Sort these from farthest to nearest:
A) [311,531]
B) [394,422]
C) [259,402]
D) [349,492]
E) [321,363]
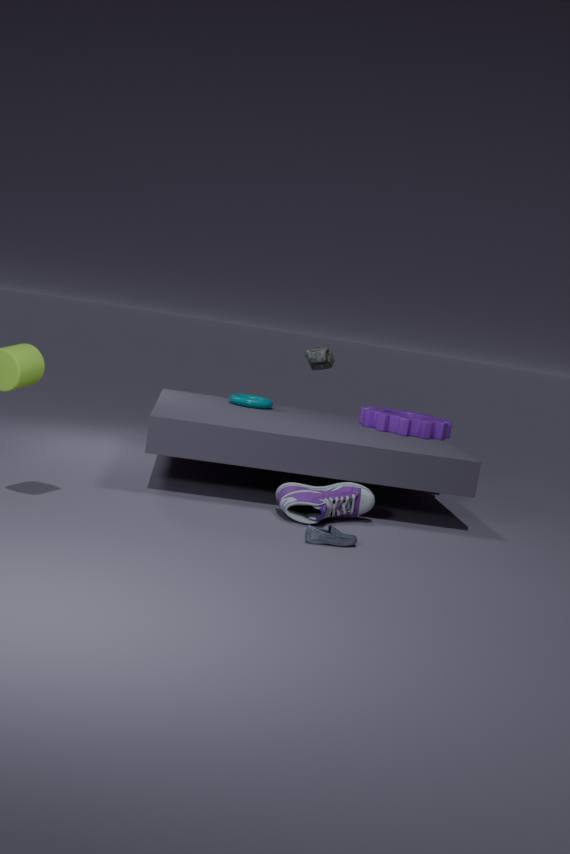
[321,363], [259,402], [394,422], [349,492], [311,531]
